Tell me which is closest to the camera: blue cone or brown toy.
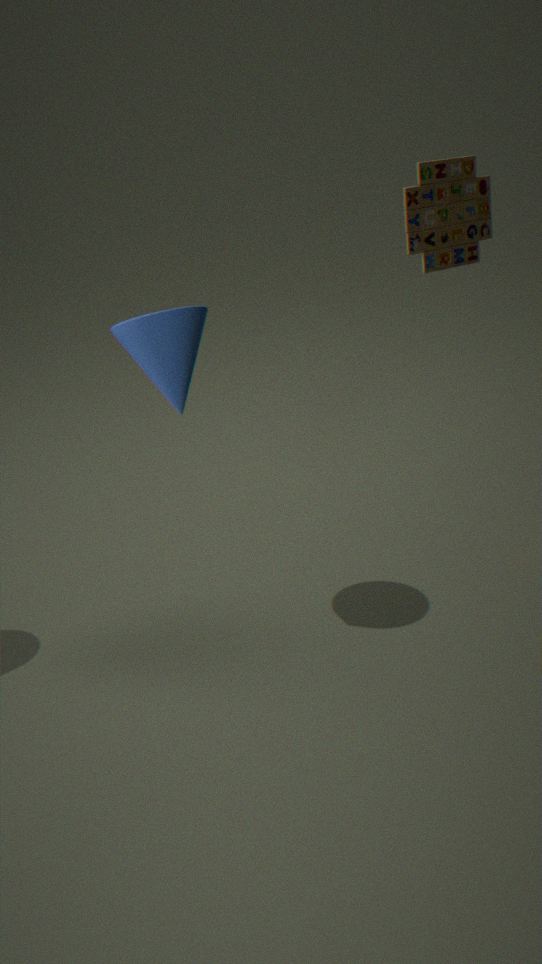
blue cone
